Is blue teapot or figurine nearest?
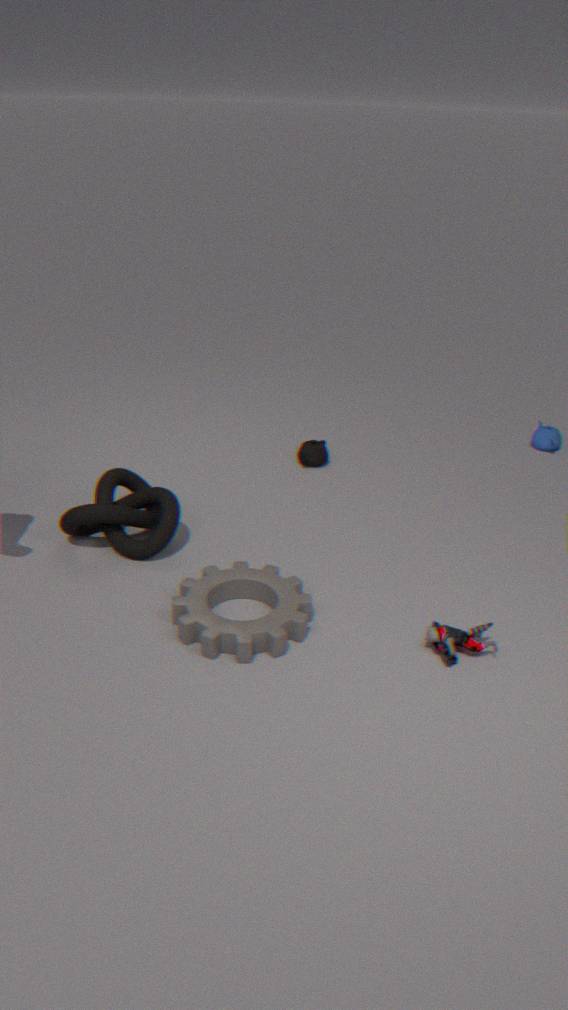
figurine
